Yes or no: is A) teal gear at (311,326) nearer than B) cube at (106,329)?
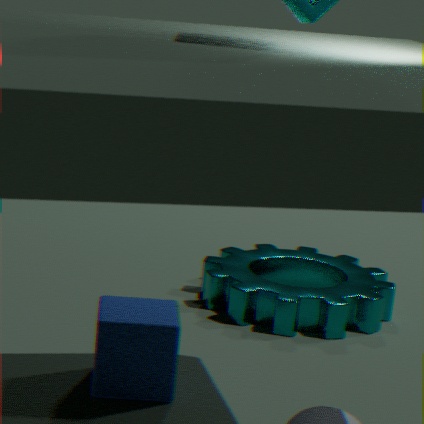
No
